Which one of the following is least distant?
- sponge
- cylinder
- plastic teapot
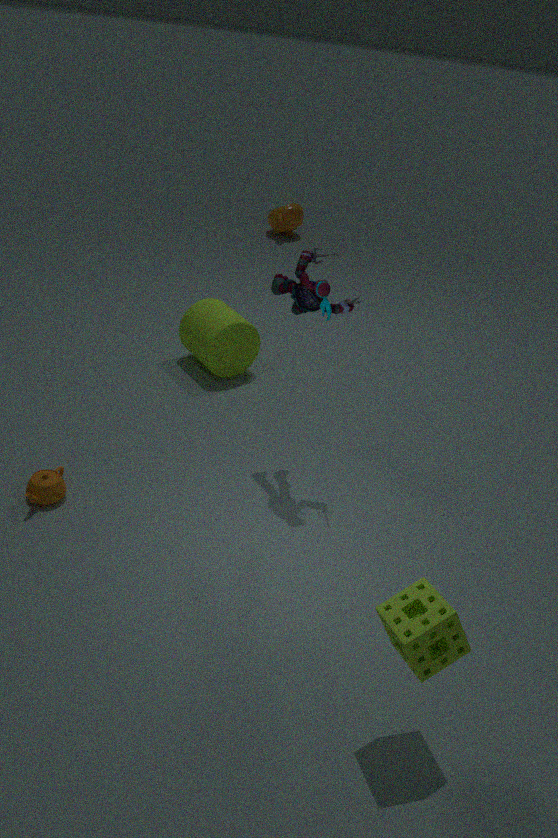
sponge
